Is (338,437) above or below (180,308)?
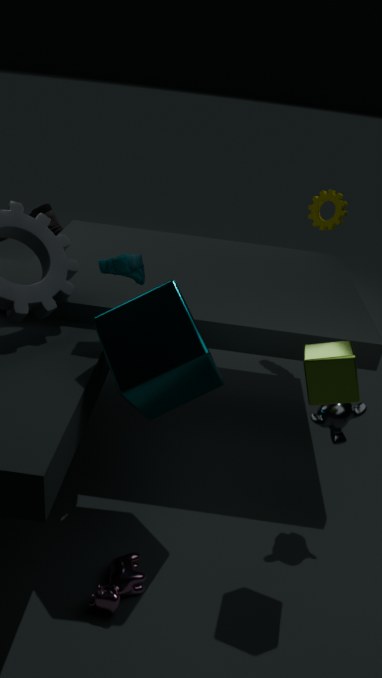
below
